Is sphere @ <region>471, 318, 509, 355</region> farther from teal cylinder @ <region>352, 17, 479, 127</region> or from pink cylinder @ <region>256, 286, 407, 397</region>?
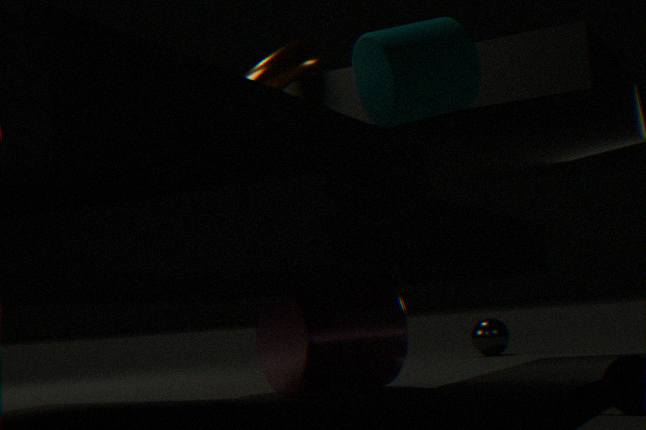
teal cylinder @ <region>352, 17, 479, 127</region>
